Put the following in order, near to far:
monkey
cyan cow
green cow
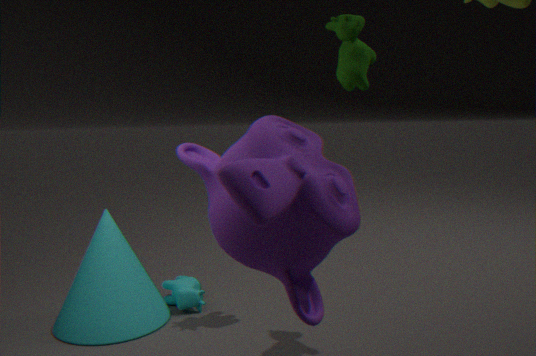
monkey < green cow < cyan cow
